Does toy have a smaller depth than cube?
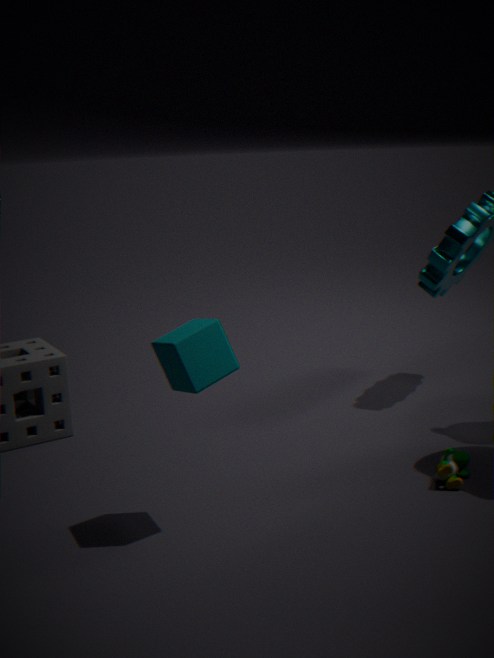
No
